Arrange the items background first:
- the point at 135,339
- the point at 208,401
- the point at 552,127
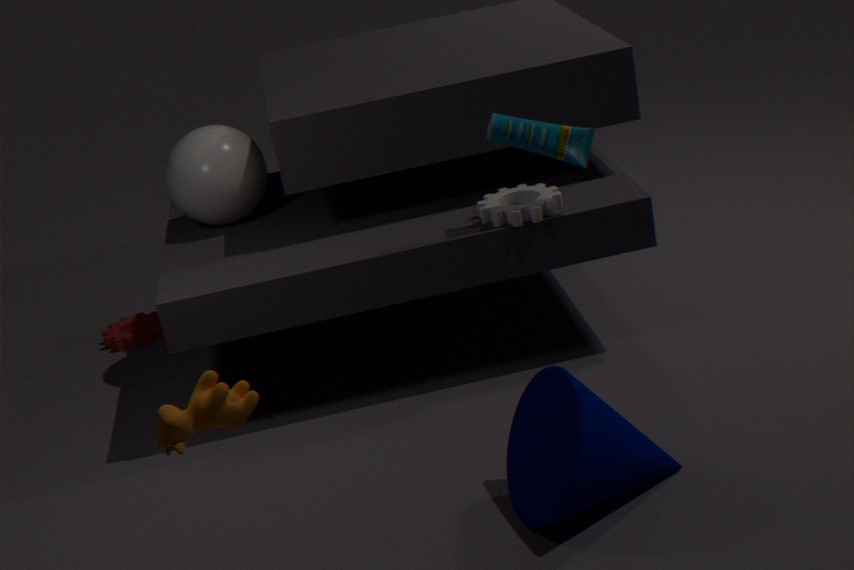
the point at 135,339, the point at 552,127, the point at 208,401
